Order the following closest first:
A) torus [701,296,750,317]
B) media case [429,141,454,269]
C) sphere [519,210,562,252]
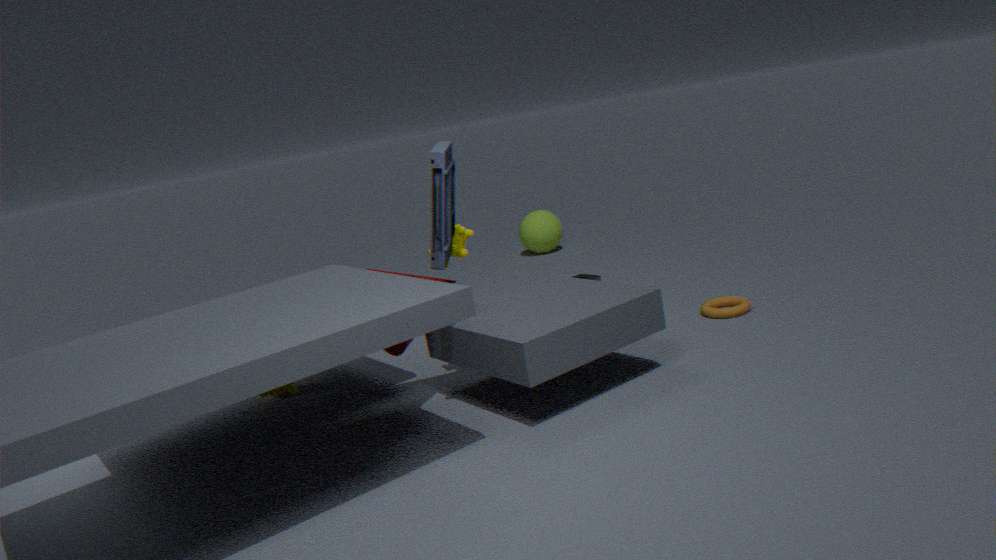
media case [429,141,454,269] → torus [701,296,750,317] → sphere [519,210,562,252]
